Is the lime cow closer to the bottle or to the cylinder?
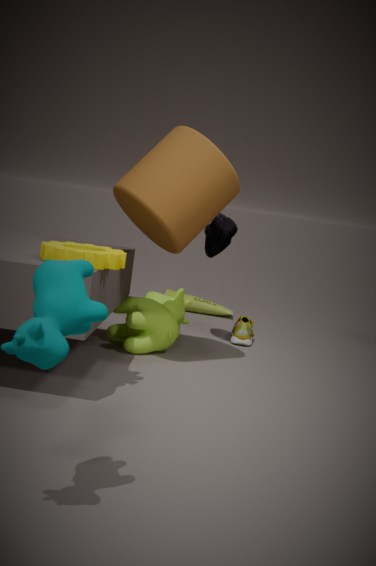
the cylinder
